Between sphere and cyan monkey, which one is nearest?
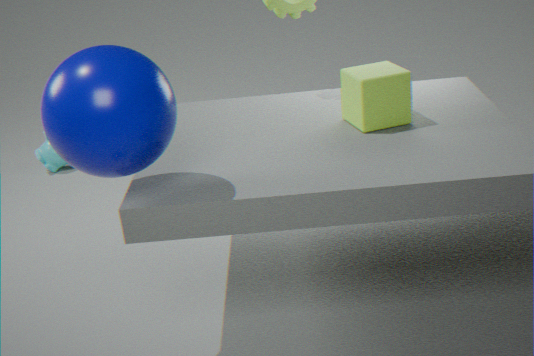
sphere
